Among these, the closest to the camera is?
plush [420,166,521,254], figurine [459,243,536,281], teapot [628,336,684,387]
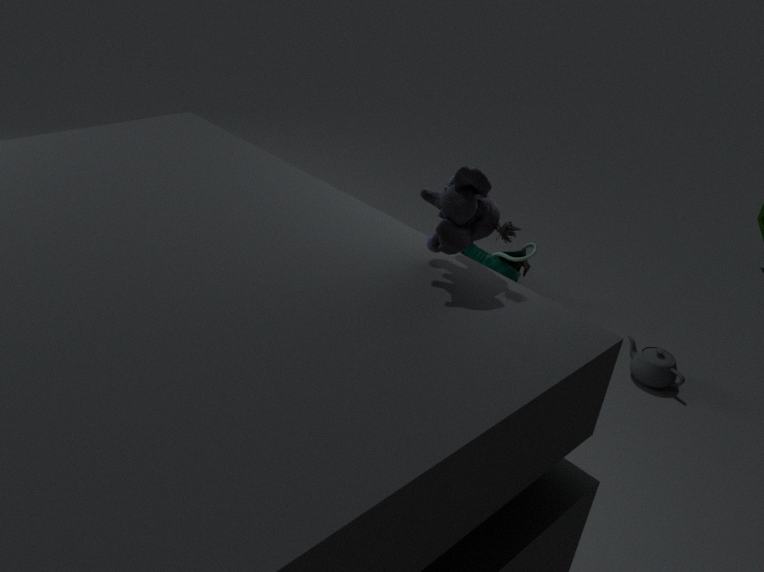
plush [420,166,521,254]
